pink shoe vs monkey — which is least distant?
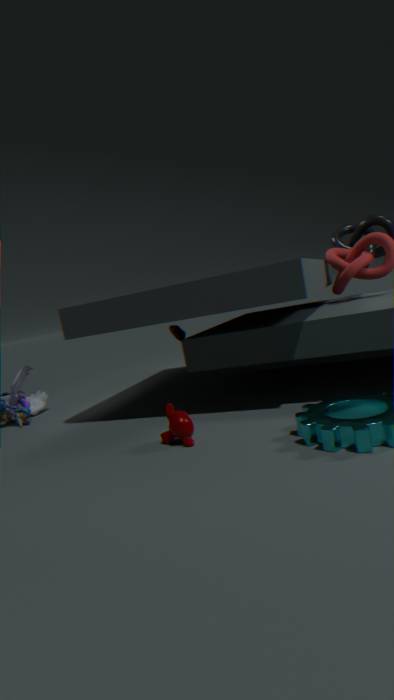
monkey
